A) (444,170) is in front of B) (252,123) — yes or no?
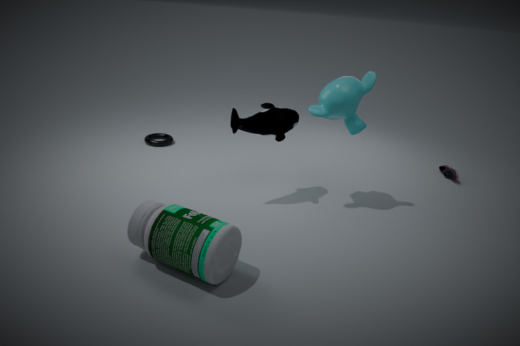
No
